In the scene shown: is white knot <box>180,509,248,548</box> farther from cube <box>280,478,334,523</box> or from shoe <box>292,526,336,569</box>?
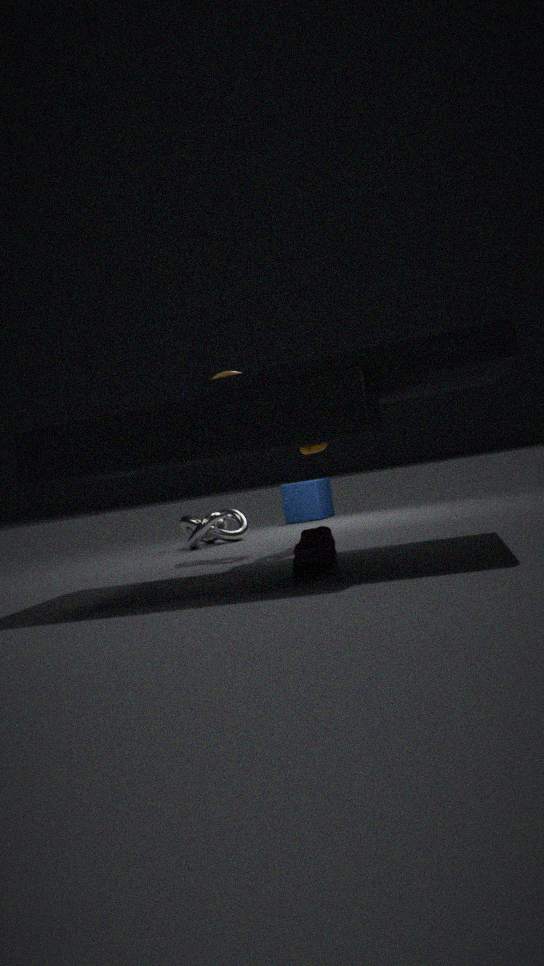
shoe <box>292,526,336,569</box>
